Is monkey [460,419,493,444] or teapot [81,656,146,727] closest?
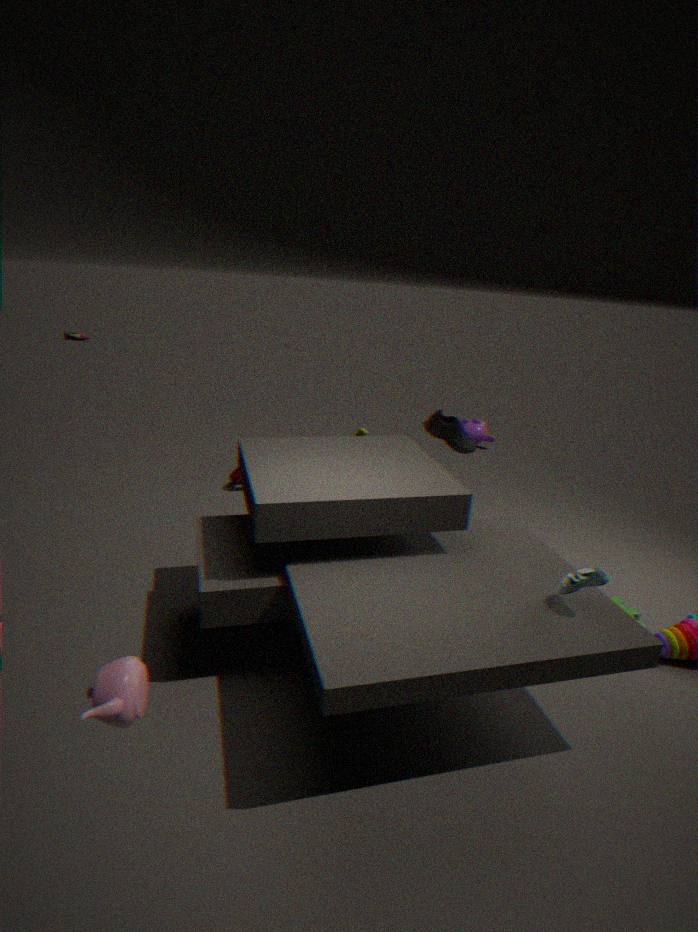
teapot [81,656,146,727]
